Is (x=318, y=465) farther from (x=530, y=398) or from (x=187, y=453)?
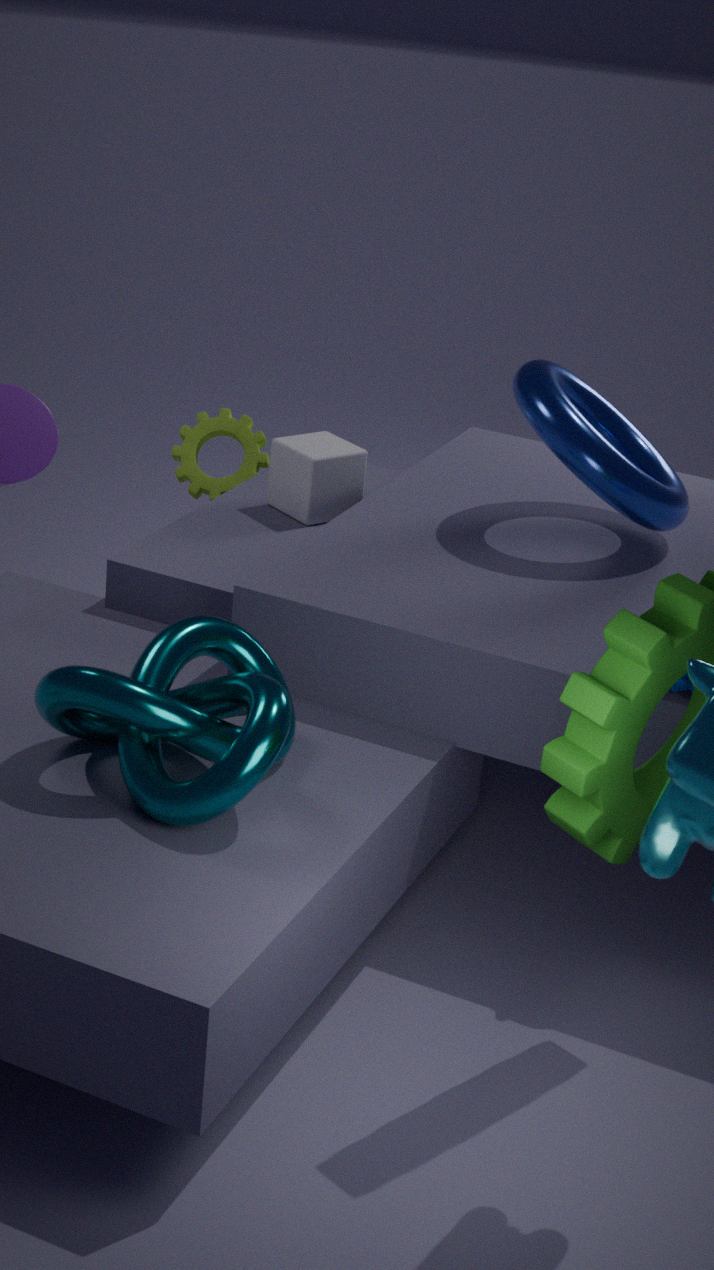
(x=530, y=398)
